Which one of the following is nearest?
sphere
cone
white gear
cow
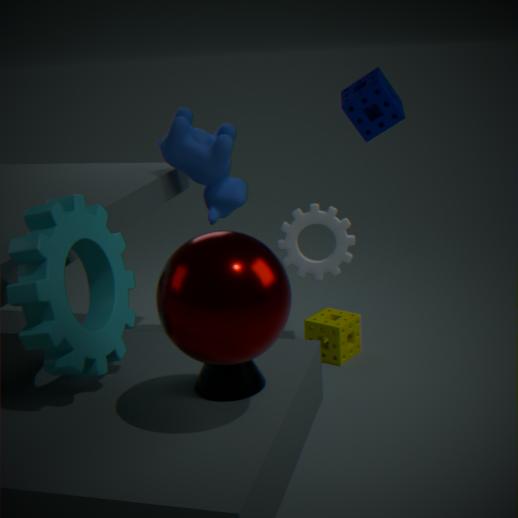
sphere
